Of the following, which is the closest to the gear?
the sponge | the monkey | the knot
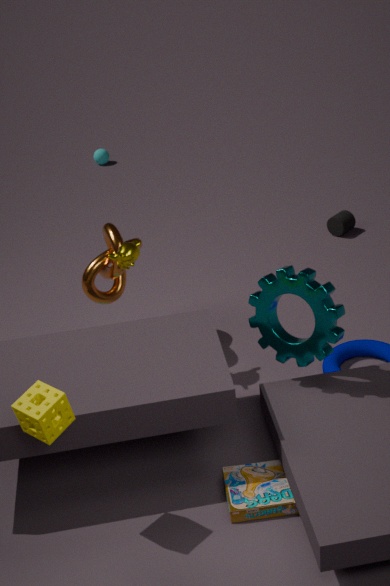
the monkey
